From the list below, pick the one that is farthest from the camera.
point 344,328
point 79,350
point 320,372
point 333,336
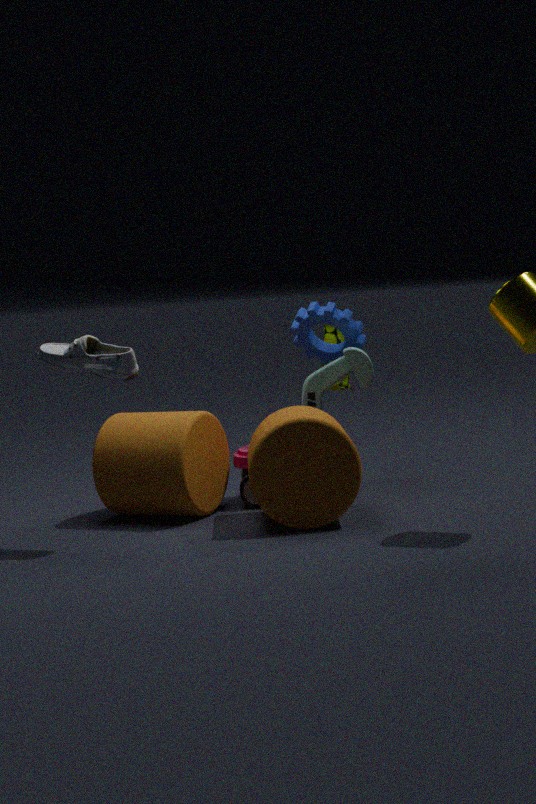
point 333,336
